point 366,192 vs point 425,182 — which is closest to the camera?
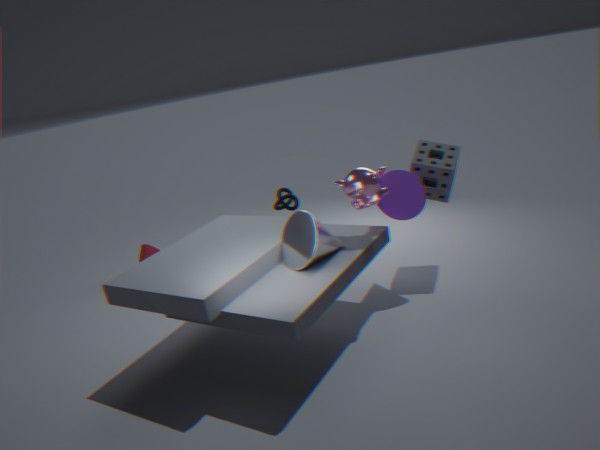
point 366,192
